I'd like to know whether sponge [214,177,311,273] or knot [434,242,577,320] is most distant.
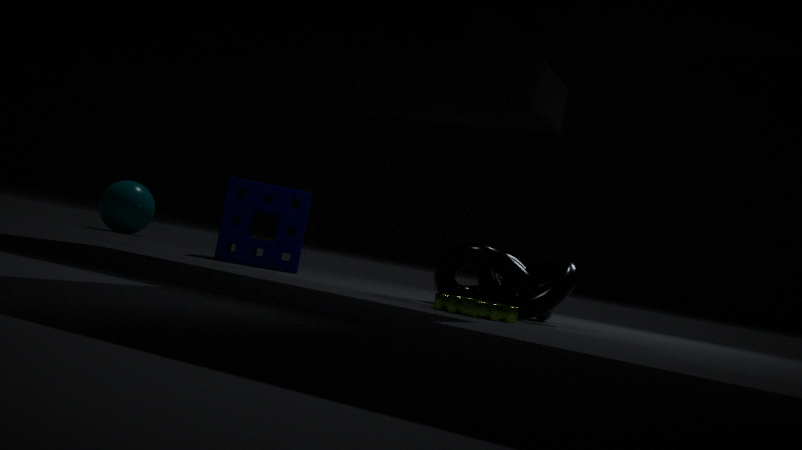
sponge [214,177,311,273]
